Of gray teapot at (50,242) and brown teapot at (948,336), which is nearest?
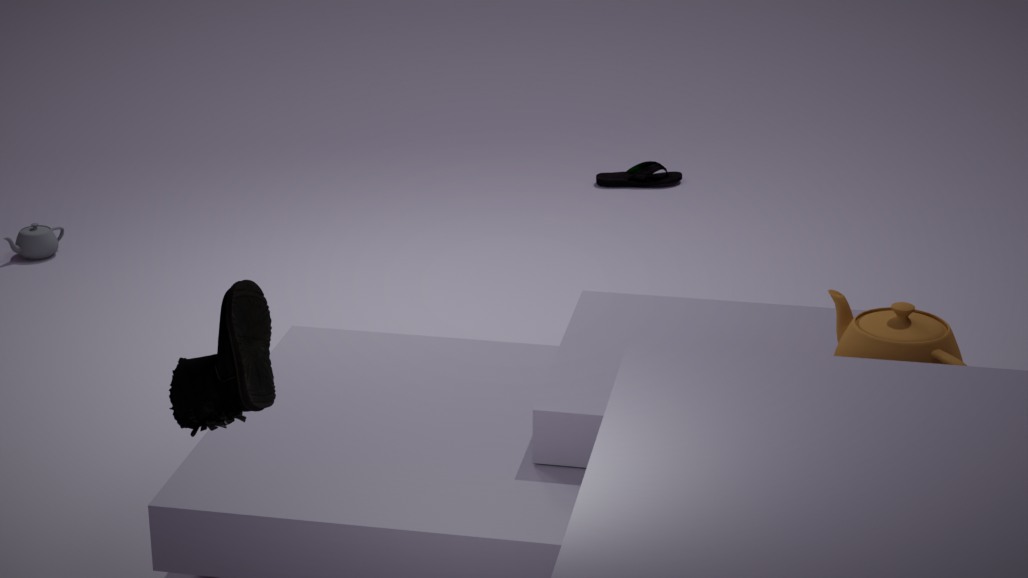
brown teapot at (948,336)
